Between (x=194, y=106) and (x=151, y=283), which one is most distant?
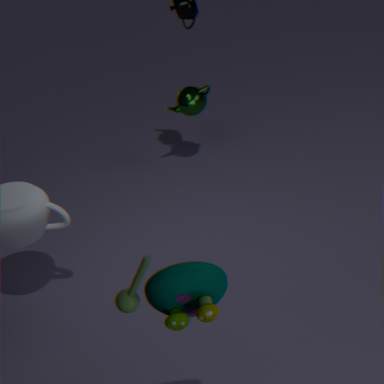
(x=194, y=106)
